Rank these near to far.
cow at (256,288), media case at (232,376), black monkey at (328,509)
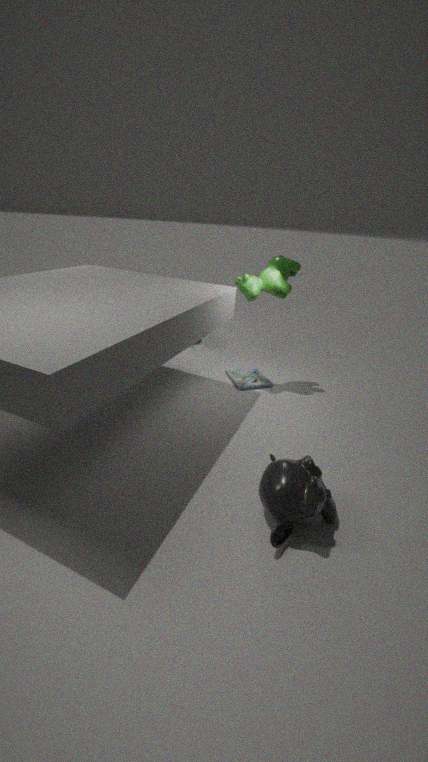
black monkey at (328,509) → cow at (256,288) → media case at (232,376)
